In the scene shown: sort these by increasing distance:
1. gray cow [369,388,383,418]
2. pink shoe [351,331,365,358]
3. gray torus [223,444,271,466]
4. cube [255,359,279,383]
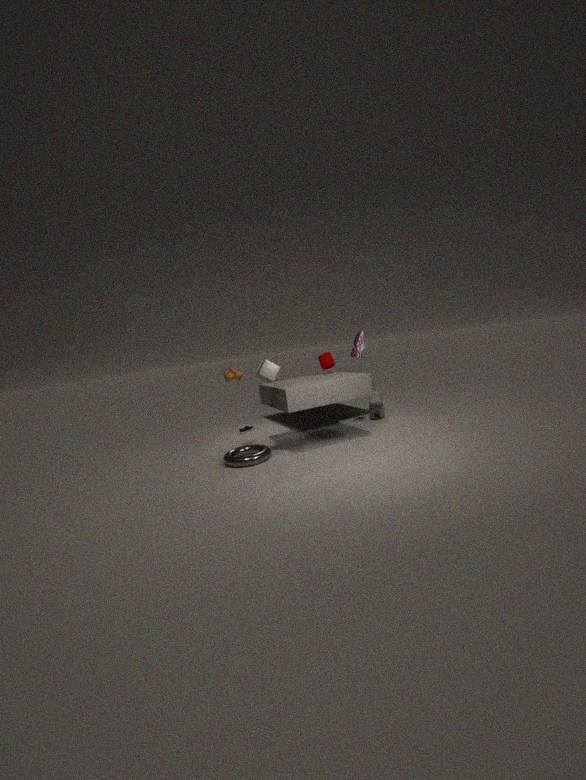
cube [255,359,279,383]
gray torus [223,444,271,466]
pink shoe [351,331,365,358]
gray cow [369,388,383,418]
